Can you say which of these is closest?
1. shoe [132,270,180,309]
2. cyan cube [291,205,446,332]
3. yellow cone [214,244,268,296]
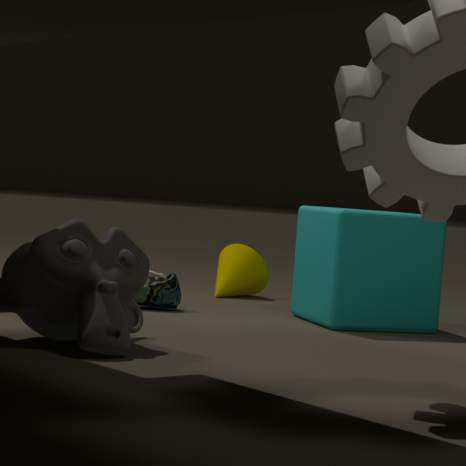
cyan cube [291,205,446,332]
